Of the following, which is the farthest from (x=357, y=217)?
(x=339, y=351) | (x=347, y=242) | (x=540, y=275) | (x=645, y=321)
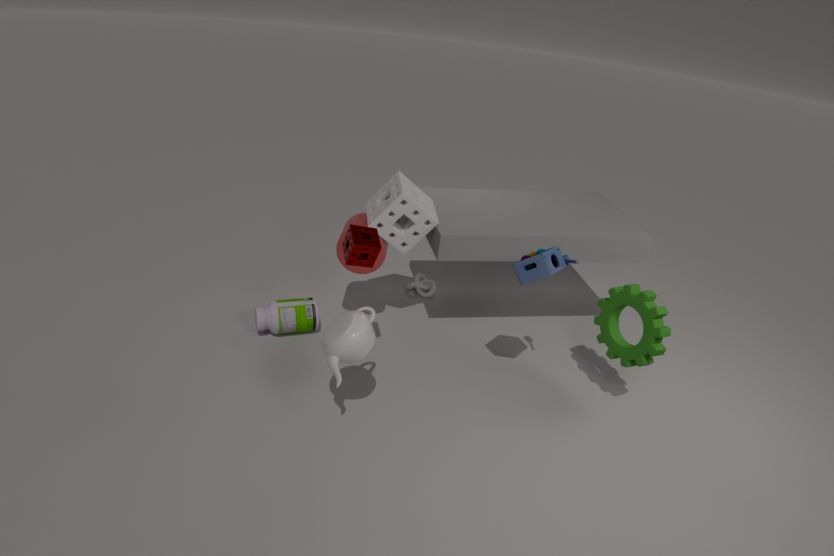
(x=645, y=321)
